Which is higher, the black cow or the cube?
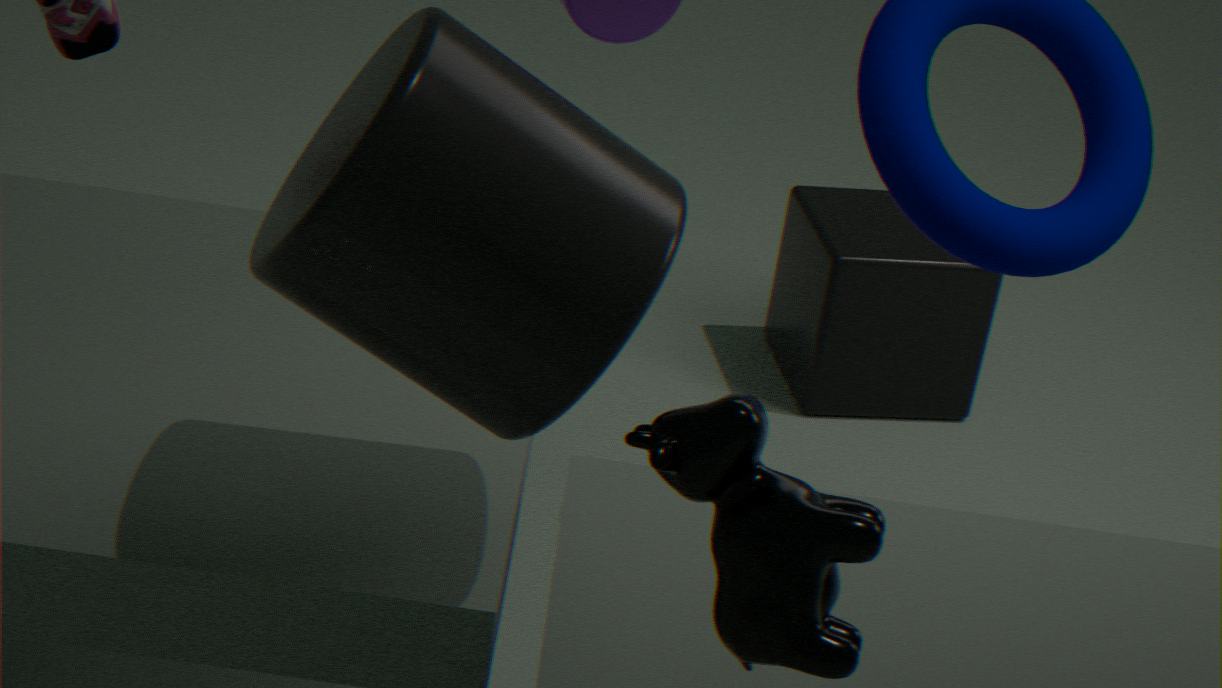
the black cow
